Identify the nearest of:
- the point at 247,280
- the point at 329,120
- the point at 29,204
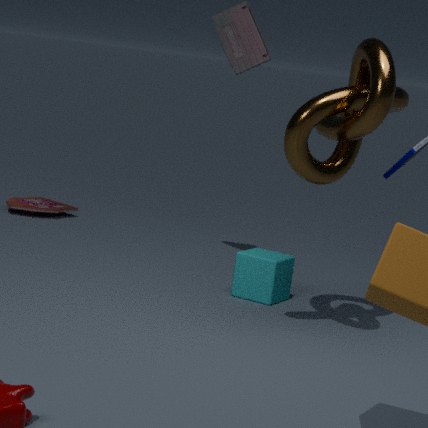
the point at 329,120
